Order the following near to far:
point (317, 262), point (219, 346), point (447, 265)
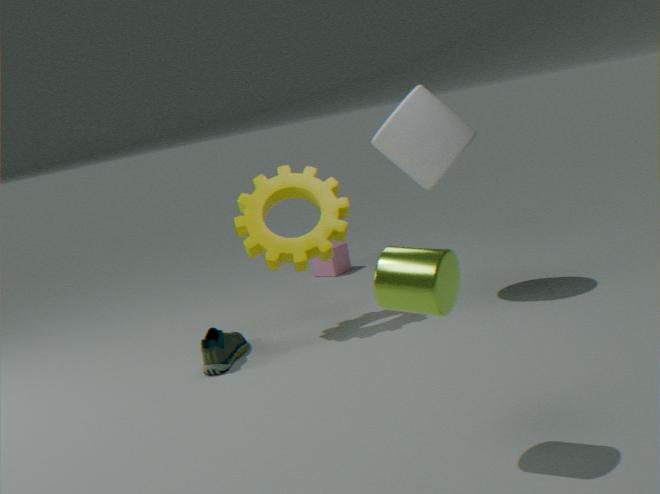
1. point (447, 265)
2. point (219, 346)
3. point (317, 262)
